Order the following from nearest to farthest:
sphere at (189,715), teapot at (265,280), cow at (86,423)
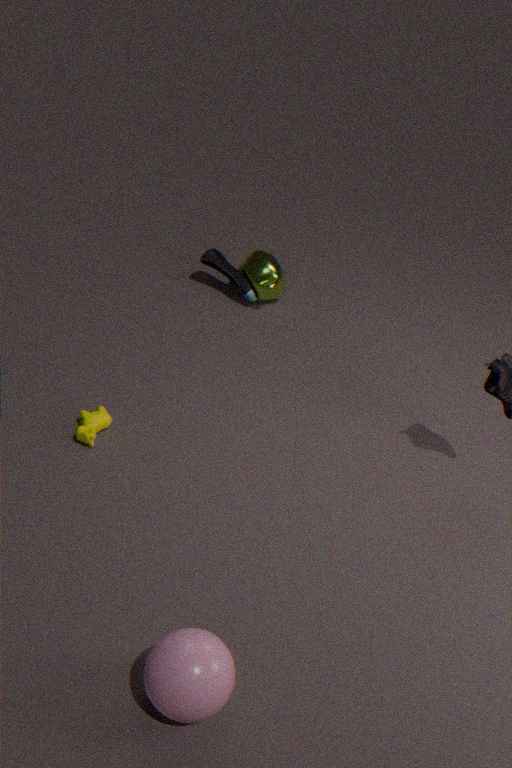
sphere at (189,715) < cow at (86,423) < teapot at (265,280)
